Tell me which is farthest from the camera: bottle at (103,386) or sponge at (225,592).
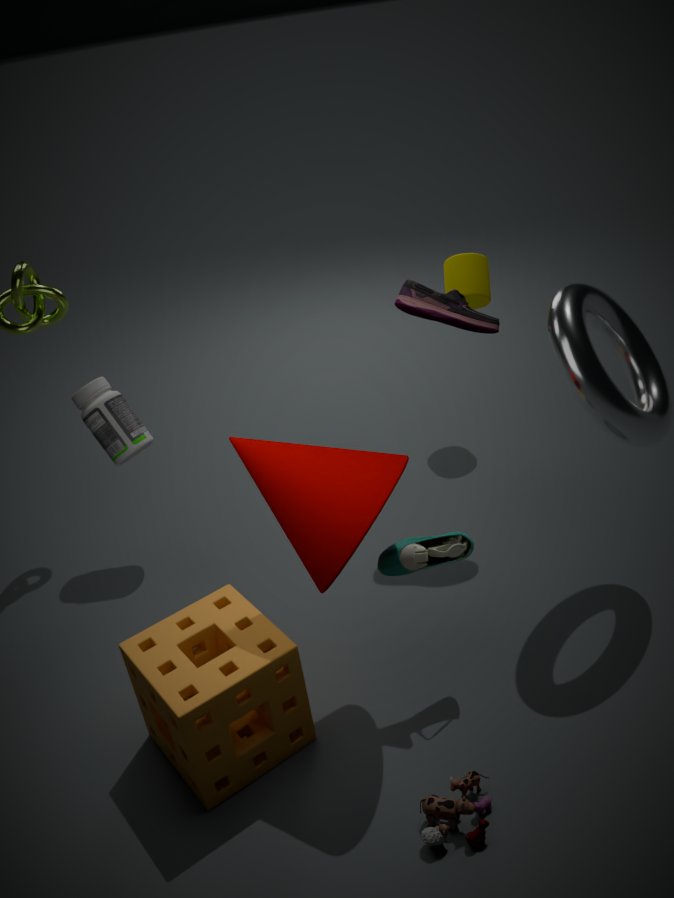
bottle at (103,386)
